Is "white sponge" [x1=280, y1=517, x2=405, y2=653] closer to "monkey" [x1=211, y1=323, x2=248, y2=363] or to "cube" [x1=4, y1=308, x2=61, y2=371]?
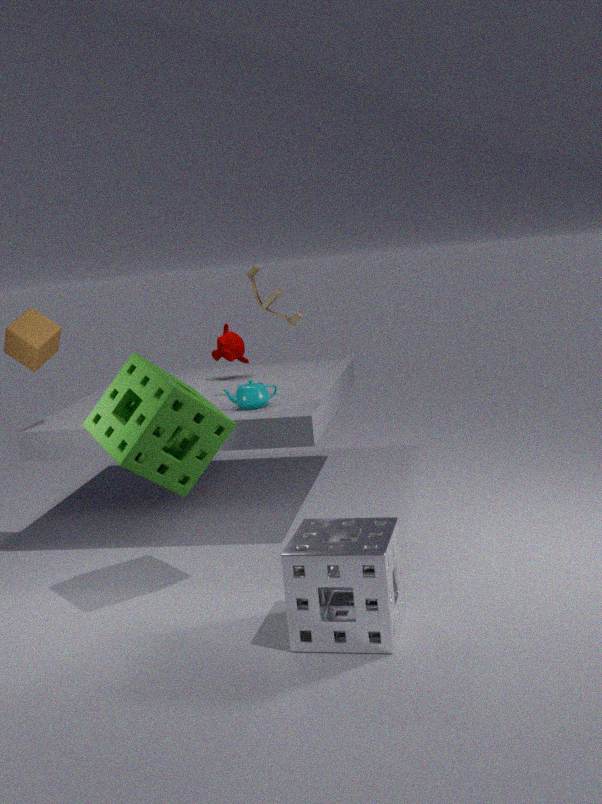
"cube" [x1=4, y1=308, x2=61, y2=371]
